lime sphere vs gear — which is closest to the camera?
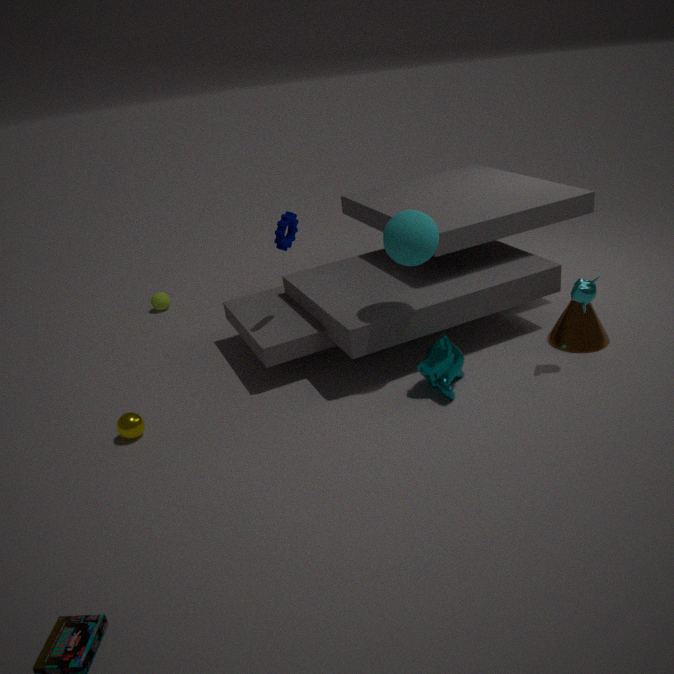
gear
